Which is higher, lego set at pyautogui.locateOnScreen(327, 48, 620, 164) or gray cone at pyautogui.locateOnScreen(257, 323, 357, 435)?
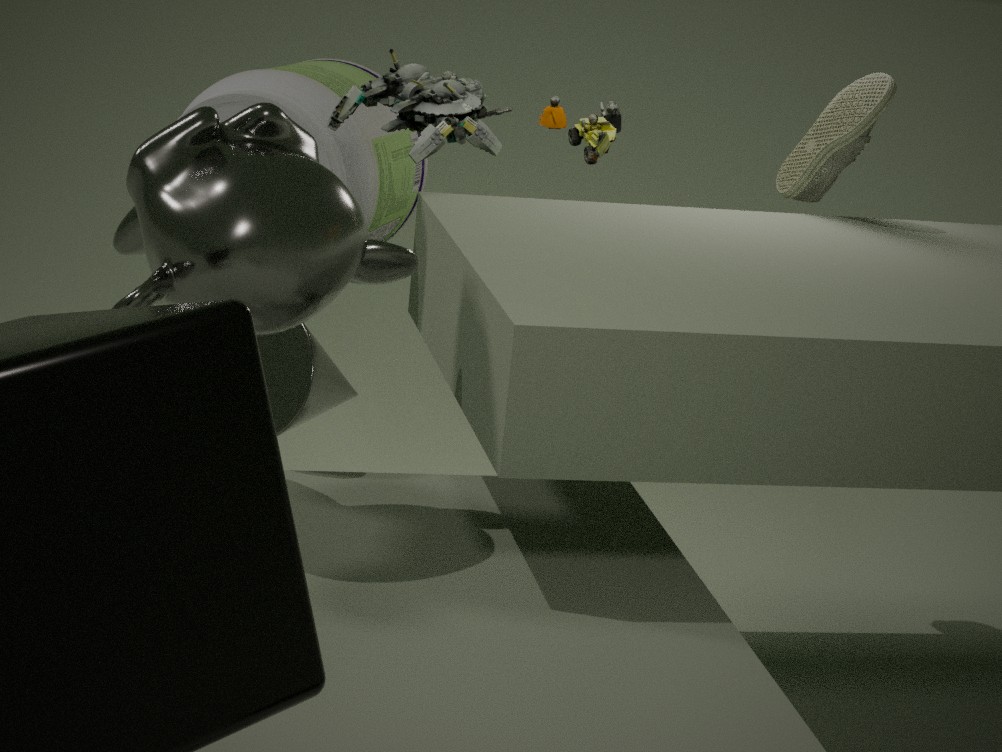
lego set at pyautogui.locateOnScreen(327, 48, 620, 164)
